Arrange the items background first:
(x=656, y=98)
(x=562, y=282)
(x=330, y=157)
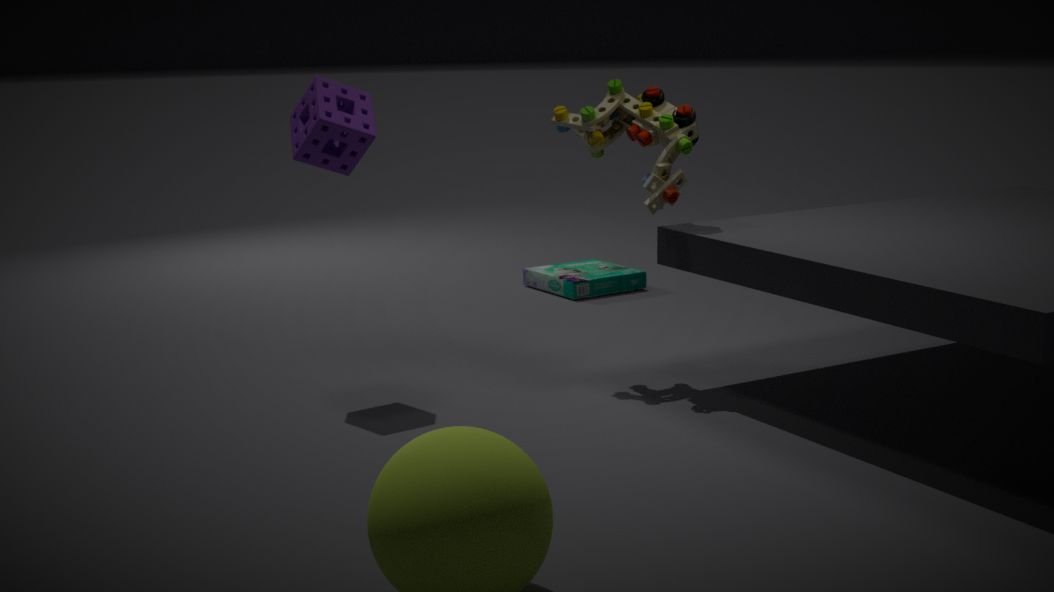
1. (x=562, y=282)
2. (x=656, y=98)
3. (x=330, y=157)
